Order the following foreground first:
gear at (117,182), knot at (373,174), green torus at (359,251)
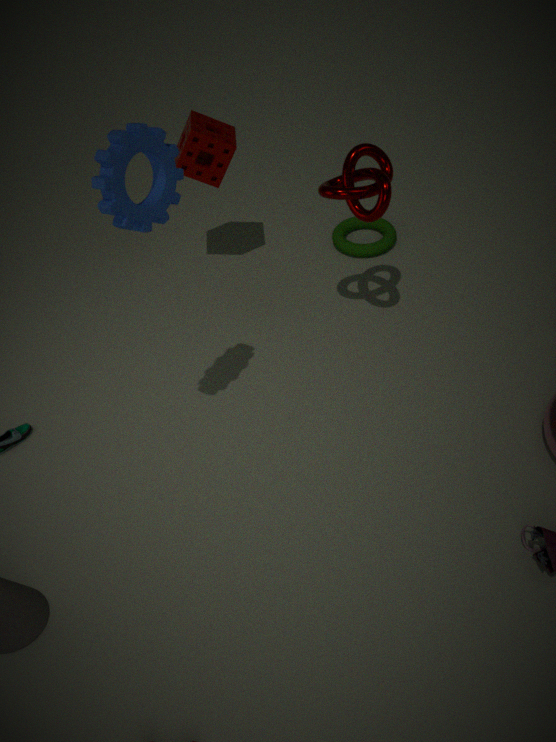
1. gear at (117,182)
2. knot at (373,174)
3. green torus at (359,251)
